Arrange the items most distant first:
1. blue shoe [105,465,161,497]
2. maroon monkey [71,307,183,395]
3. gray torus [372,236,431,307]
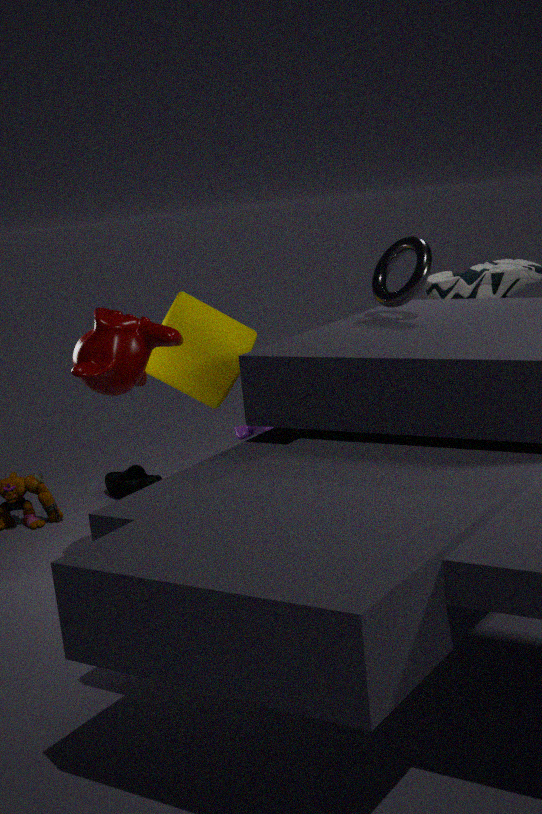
blue shoe [105,465,161,497]
maroon monkey [71,307,183,395]
gray torus [372,236,431,307]
